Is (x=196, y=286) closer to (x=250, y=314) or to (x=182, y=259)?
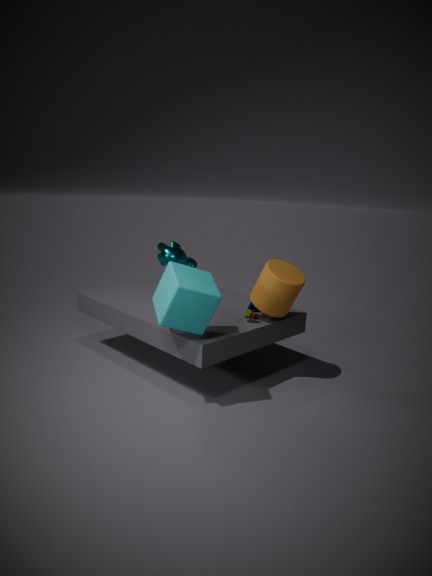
(x=250, y=314)
